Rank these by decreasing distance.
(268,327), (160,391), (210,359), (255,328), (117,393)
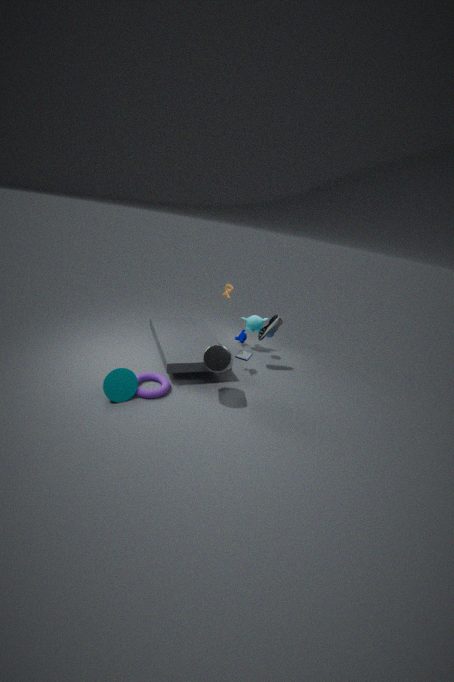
(255,328) < (268,327) < (160,391) < (210,359) < (117,393)
